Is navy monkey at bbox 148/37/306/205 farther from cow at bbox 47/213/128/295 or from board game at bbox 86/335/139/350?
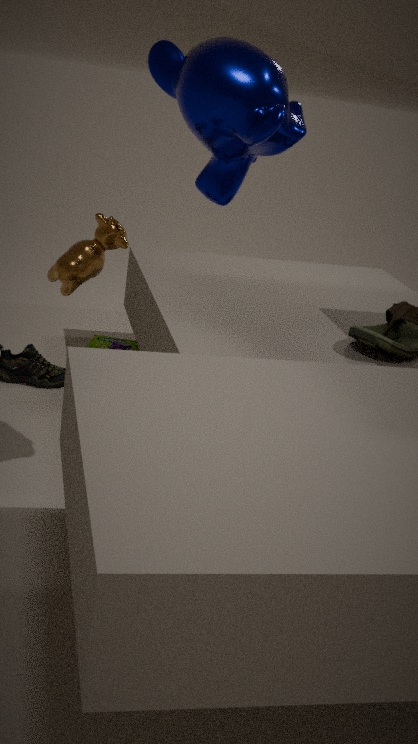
board game at bbox 86/335/139/350
